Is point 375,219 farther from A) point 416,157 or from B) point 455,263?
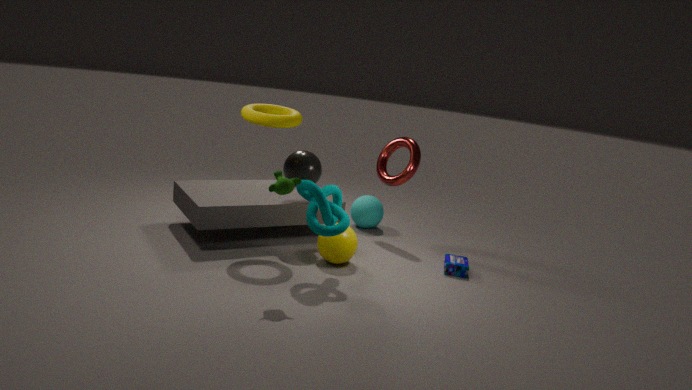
B) point 455,263
